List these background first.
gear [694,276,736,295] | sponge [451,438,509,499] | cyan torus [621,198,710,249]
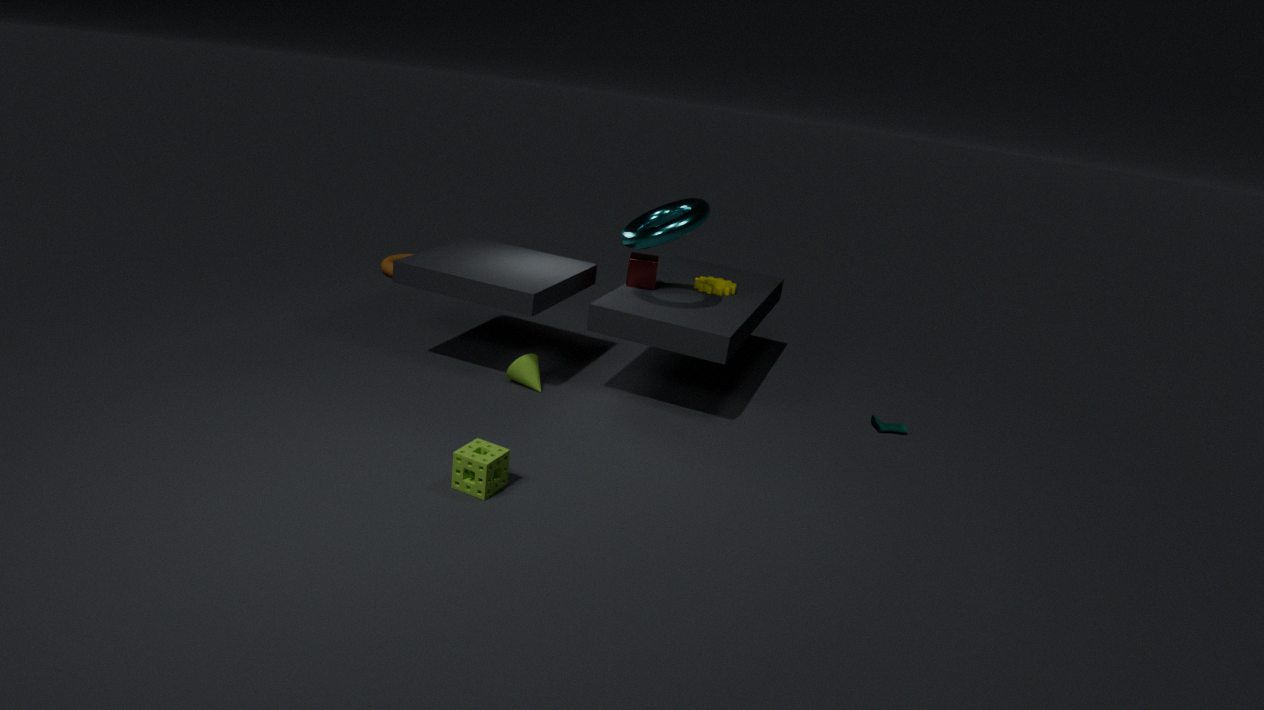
1. gear [694,276,736,295]
2. cyan torus [621,198,710,249]
3. sponge [451,438,509,499]
